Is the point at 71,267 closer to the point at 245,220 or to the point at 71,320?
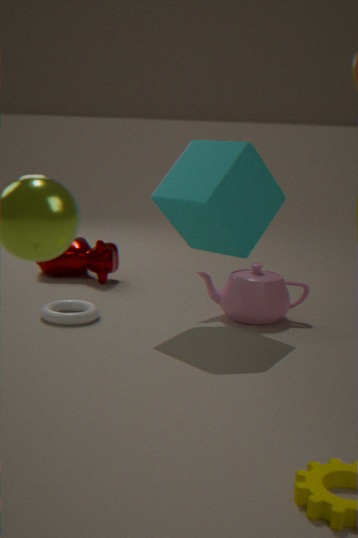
the point at 71,320
